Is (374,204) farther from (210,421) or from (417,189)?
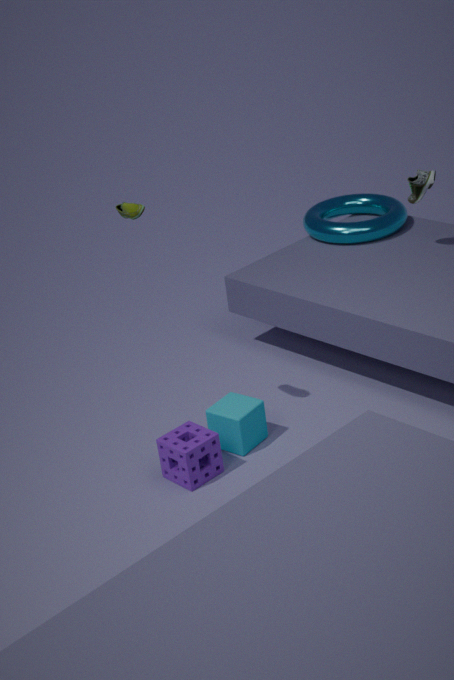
Answer: (210,421)
